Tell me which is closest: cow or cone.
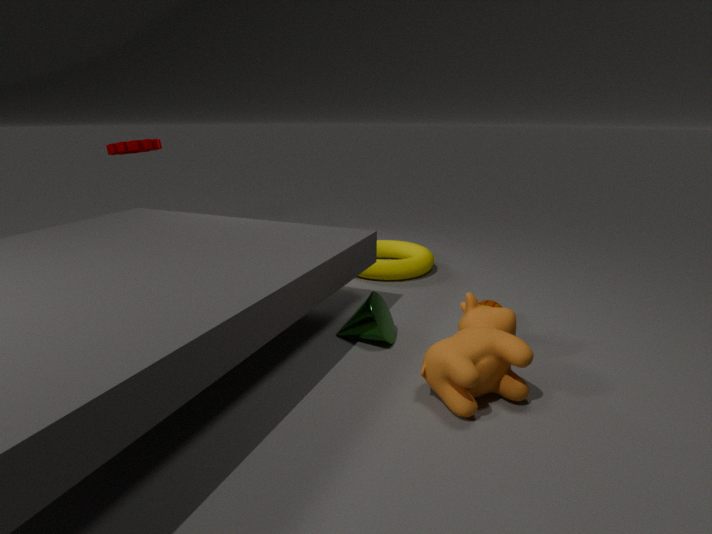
cow
